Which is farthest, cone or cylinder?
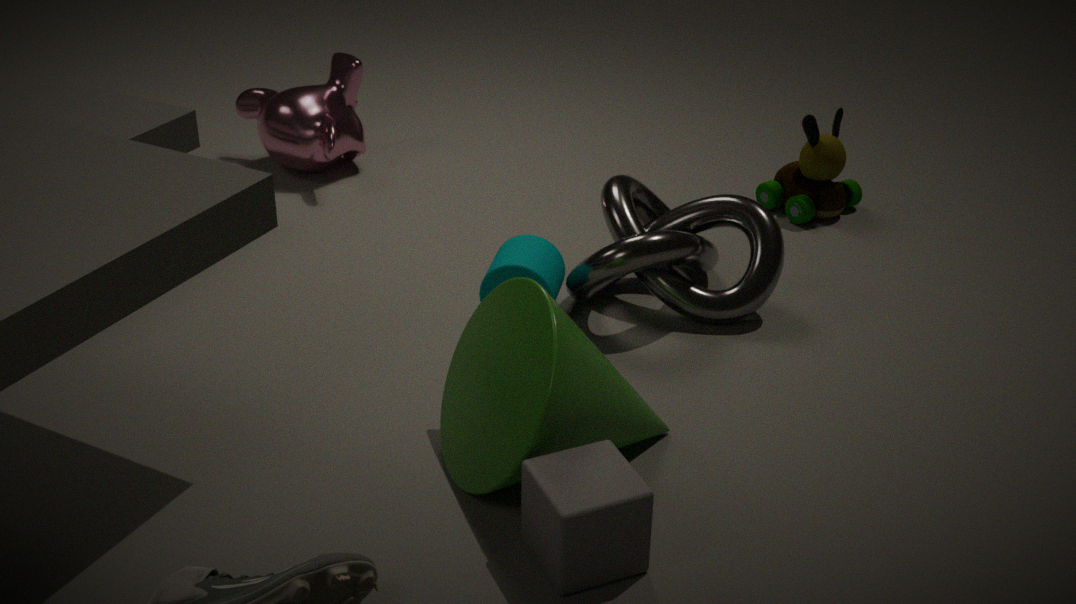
cylinder
